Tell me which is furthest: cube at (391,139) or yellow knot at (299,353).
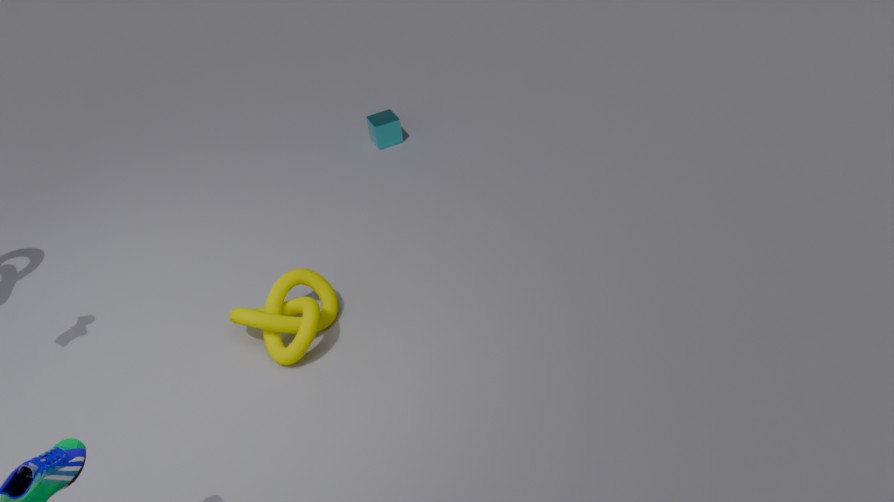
cube at (391,139)
